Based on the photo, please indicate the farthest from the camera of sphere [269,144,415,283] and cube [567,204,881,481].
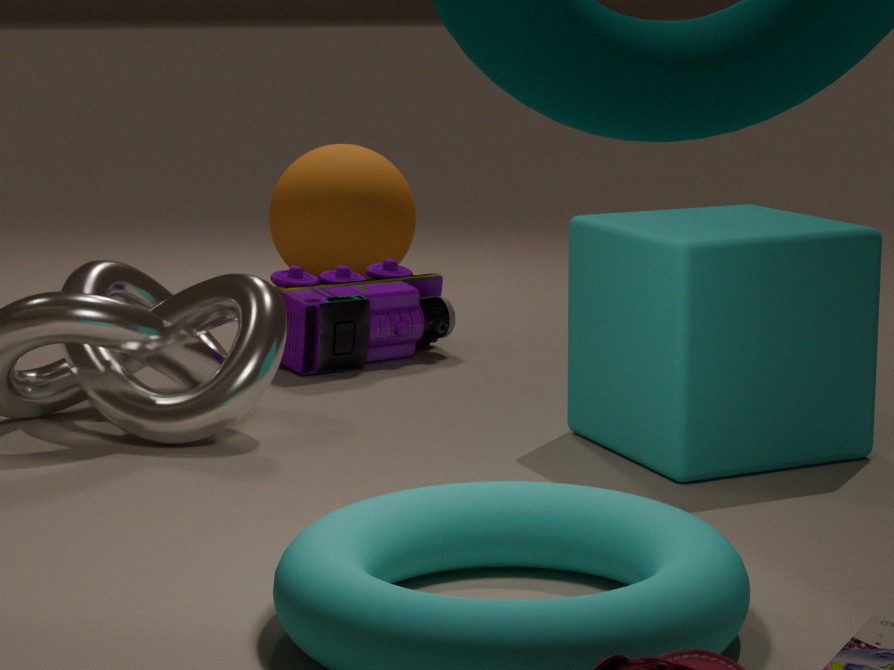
sphere [269,144,415,283]
